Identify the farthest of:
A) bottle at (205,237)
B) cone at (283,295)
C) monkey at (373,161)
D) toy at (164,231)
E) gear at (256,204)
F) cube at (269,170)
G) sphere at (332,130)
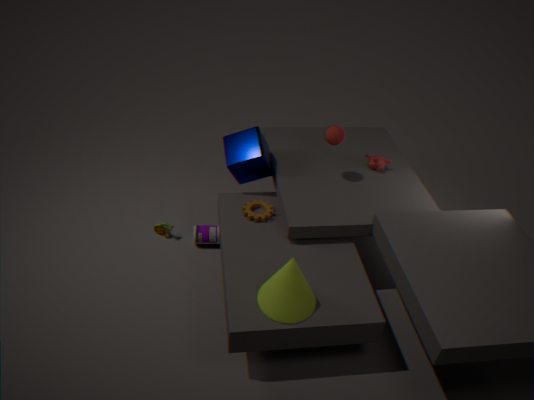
toy at (164,231)
